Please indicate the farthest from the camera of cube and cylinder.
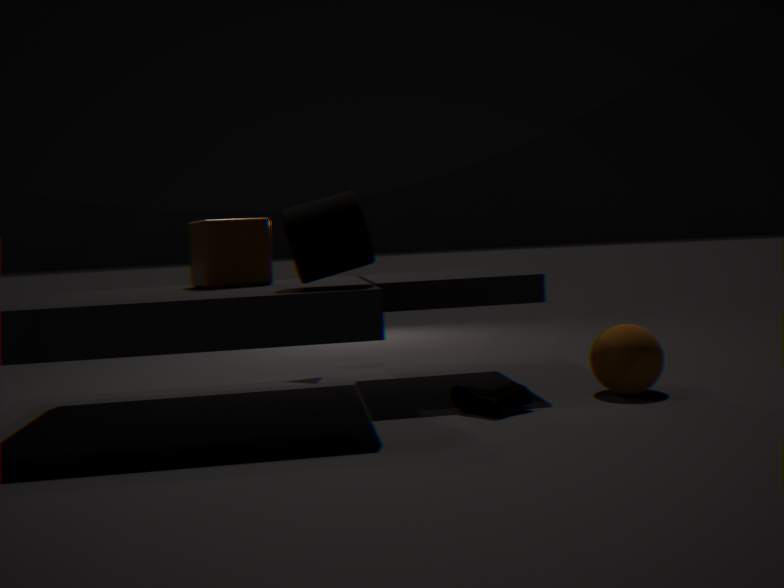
cube
